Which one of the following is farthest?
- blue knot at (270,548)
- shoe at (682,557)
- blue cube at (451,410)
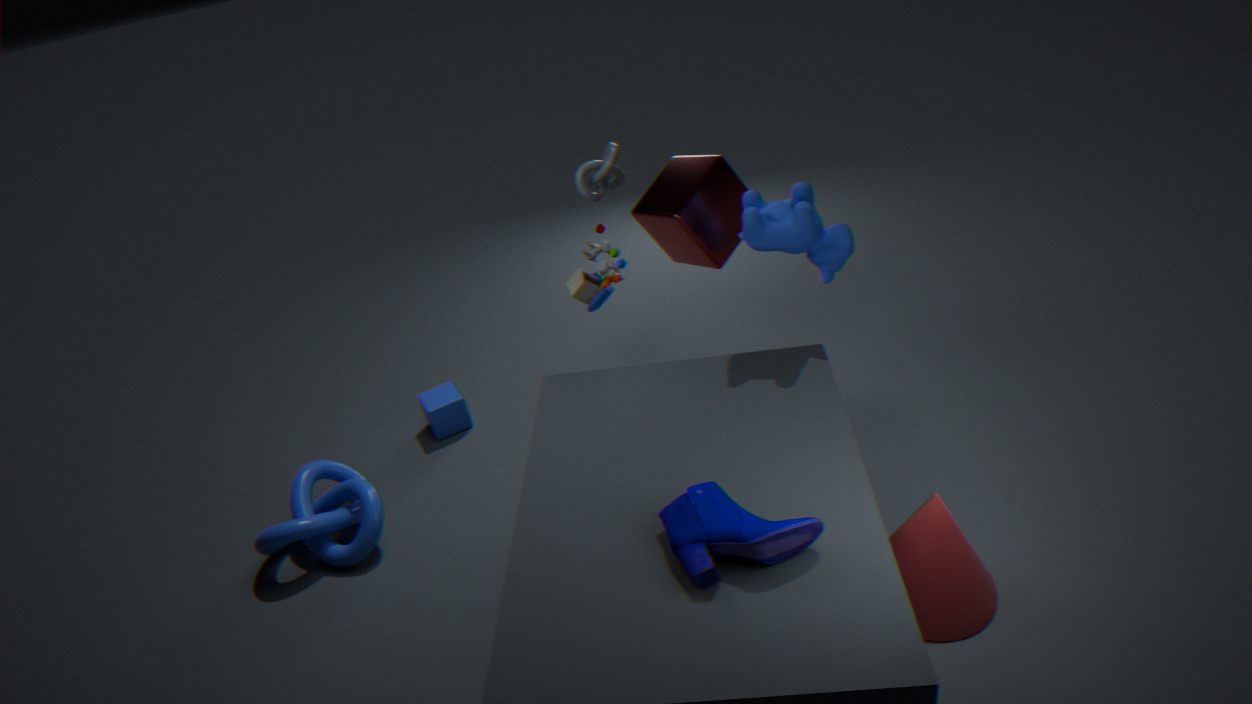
blue cube at (451,410)
